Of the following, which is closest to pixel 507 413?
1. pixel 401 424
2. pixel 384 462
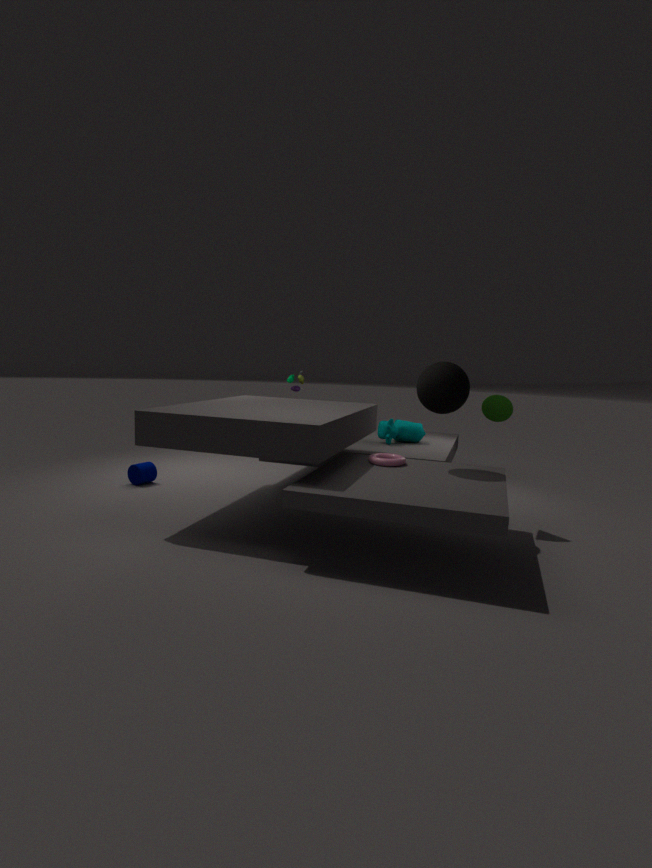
pixel 384 462
